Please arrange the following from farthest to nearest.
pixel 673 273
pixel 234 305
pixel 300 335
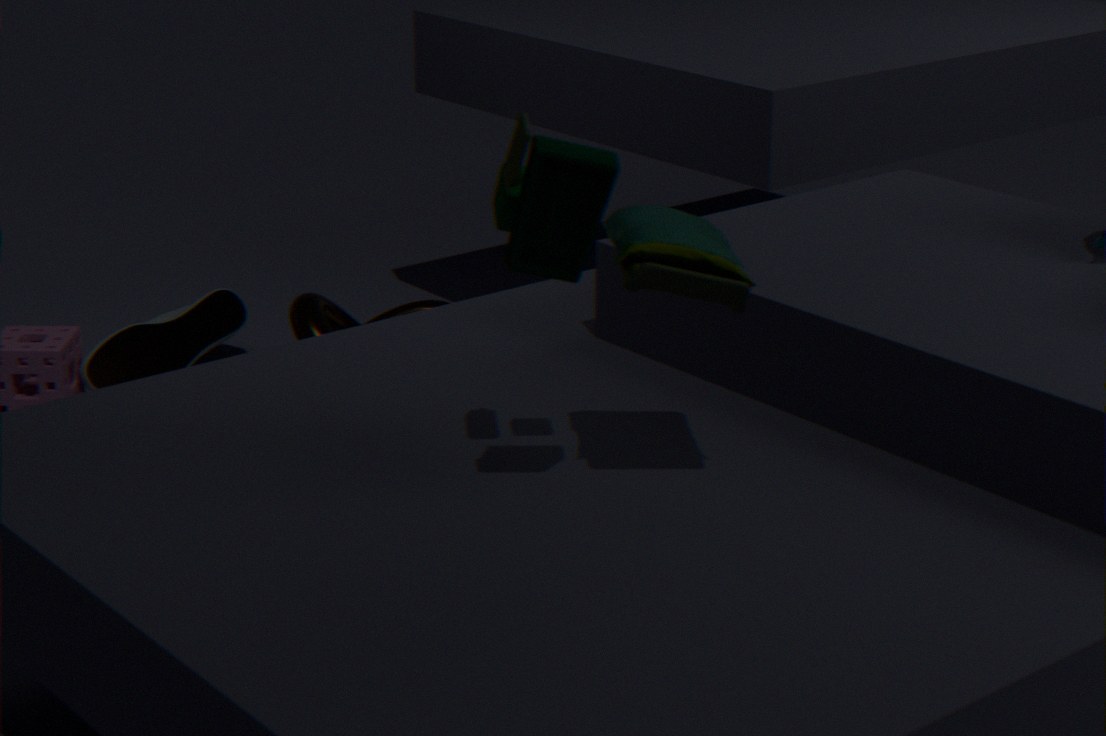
pixel 234 305 → pixel 300 335 → pixel 673 273
